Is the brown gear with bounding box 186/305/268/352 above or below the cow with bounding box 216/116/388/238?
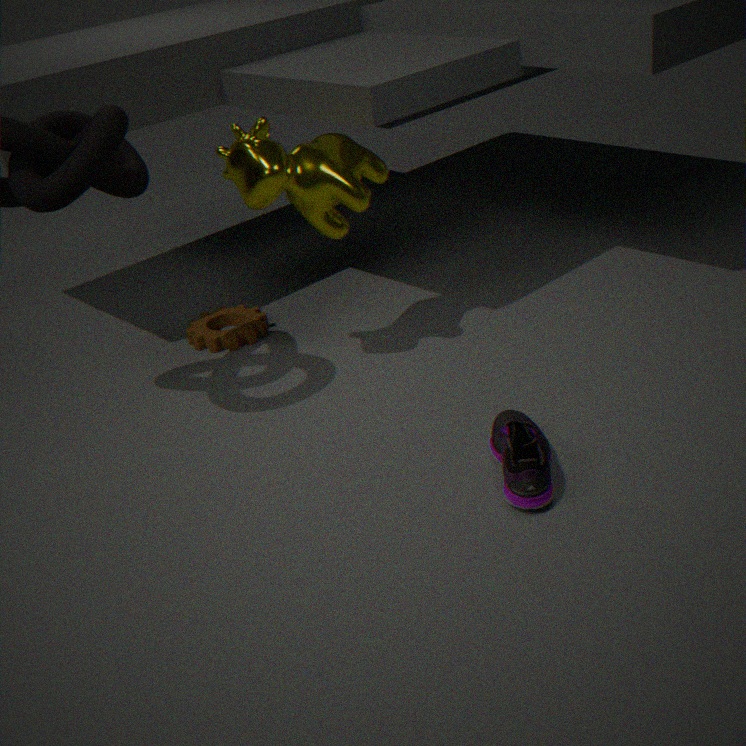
below
